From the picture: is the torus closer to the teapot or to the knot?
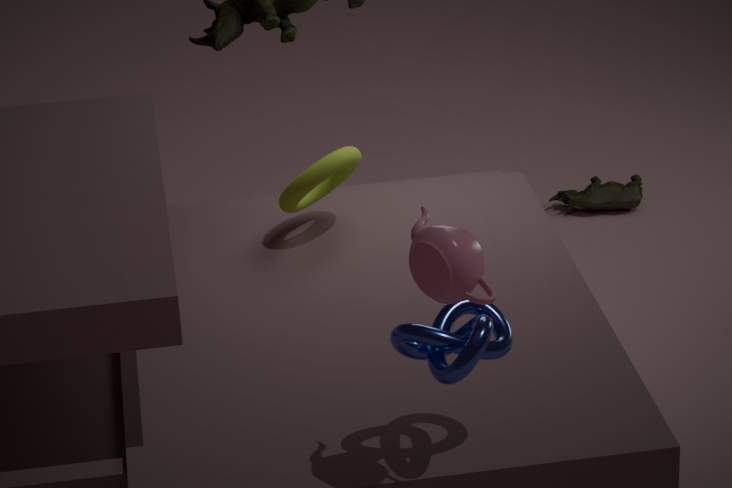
the knot
